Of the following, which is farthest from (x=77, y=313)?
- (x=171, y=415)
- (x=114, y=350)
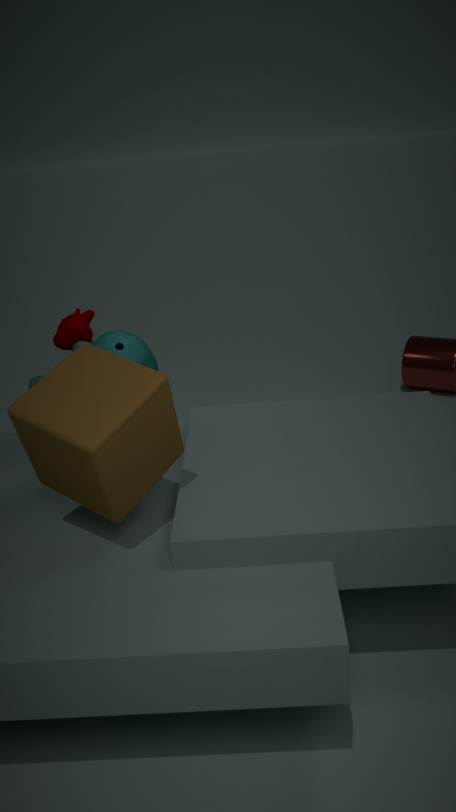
(x=171, y=415)
